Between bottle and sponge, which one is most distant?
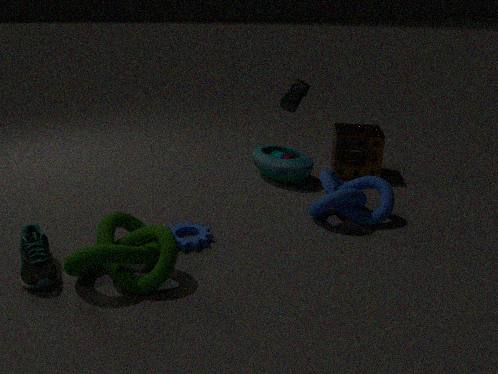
sponge
